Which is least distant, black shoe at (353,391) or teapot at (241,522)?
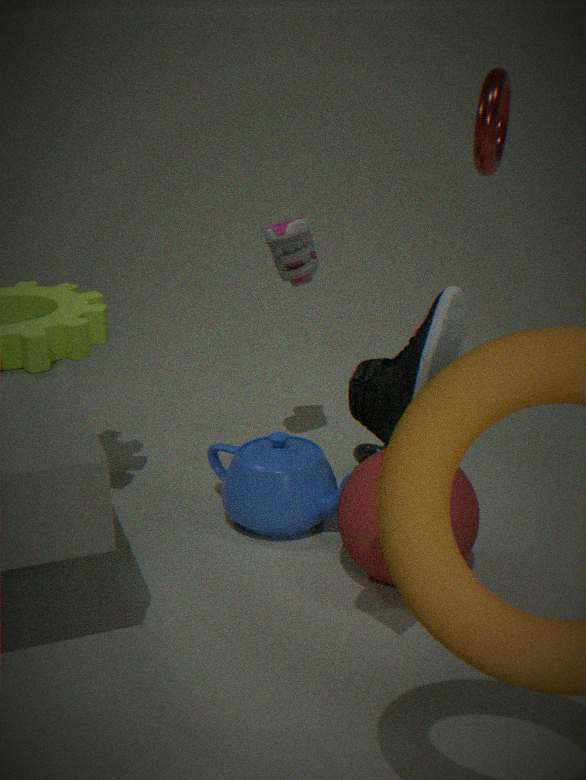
black shoe at (353,391)
